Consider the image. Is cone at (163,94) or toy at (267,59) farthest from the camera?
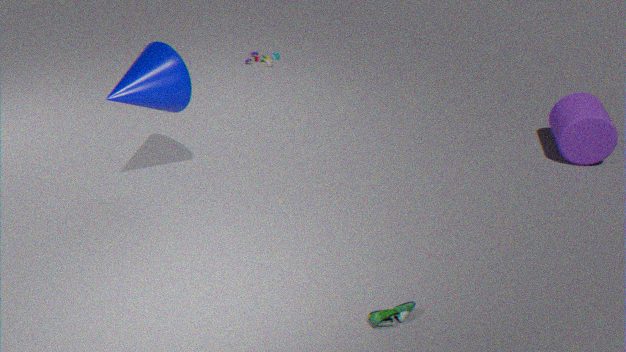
toy at (267,59)
